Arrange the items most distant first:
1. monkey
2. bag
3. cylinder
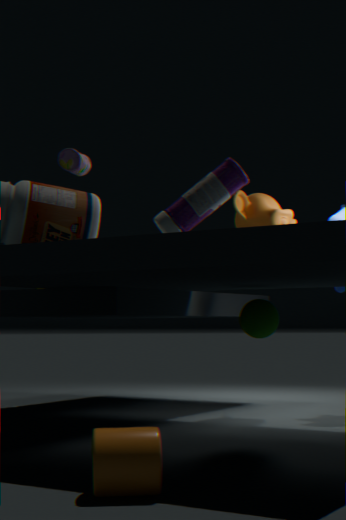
monkey → bag → cylinder
